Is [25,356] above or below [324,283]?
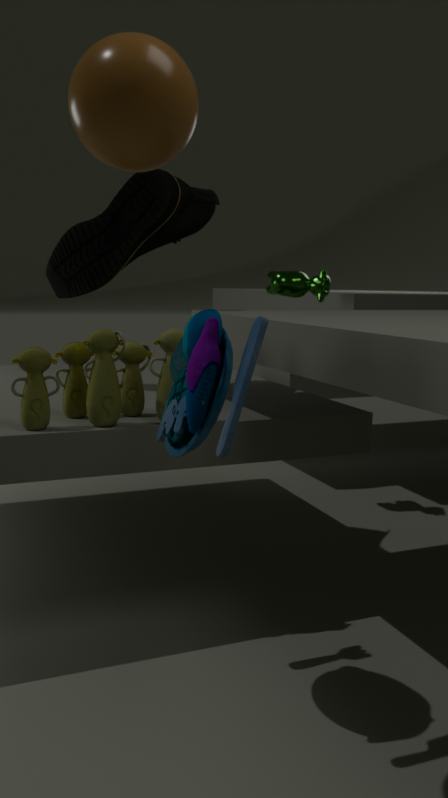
below
